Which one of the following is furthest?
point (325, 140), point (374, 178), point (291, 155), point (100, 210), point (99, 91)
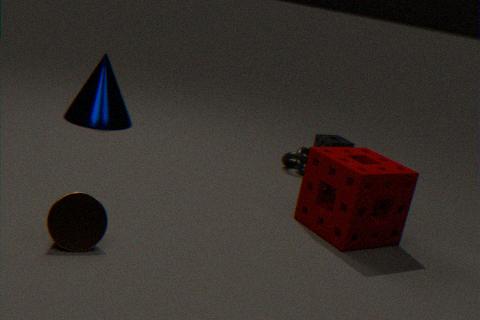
point (325, 140)
